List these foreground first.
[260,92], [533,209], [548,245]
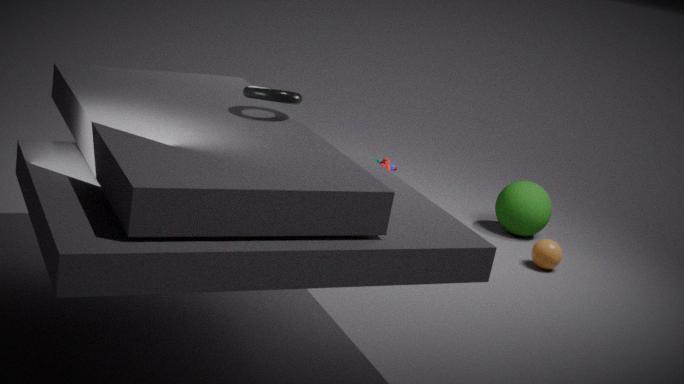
[260,92] → [548,245] → [533,209]
